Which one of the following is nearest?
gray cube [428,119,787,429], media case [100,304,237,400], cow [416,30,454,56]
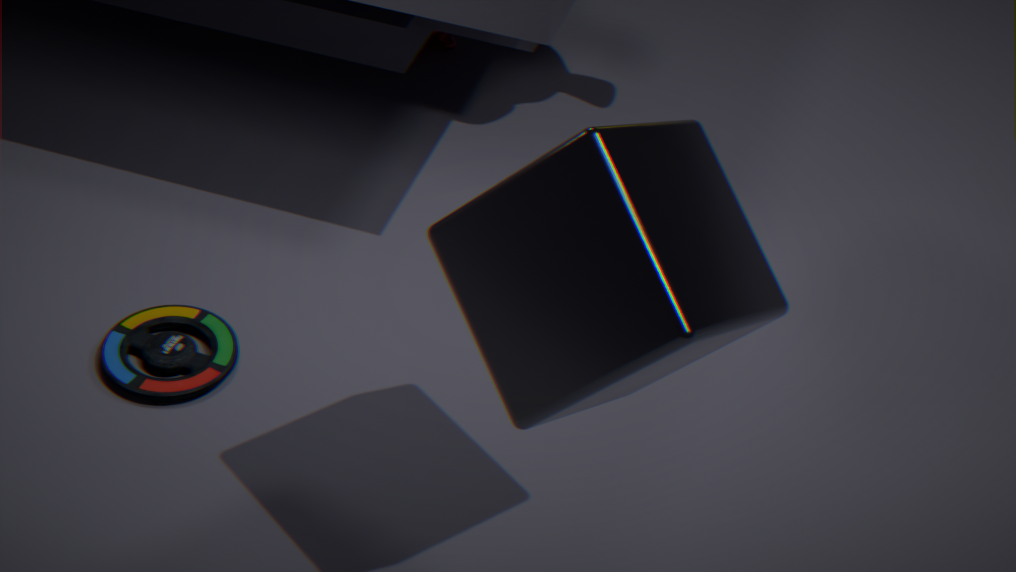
gray cube [428,119,787,429]
